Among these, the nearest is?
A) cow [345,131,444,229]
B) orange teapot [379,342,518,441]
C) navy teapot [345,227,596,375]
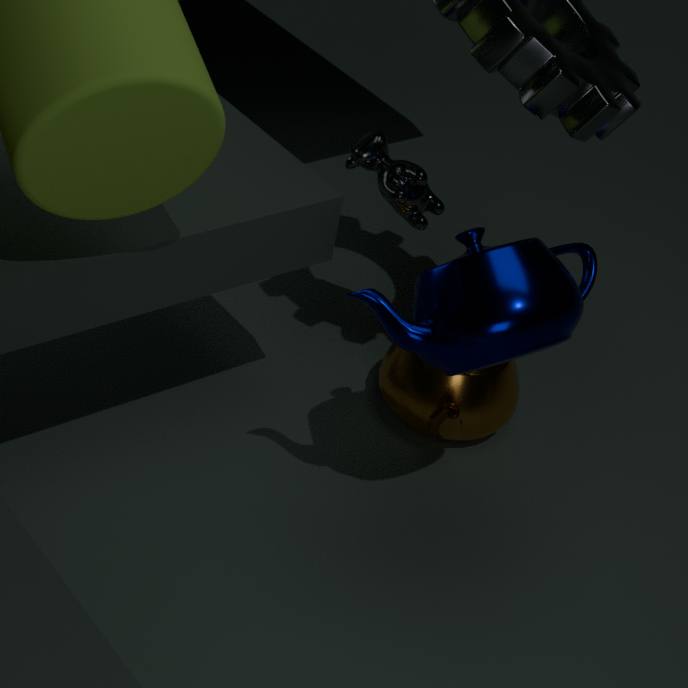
navy teapot [345,227,596,375]
